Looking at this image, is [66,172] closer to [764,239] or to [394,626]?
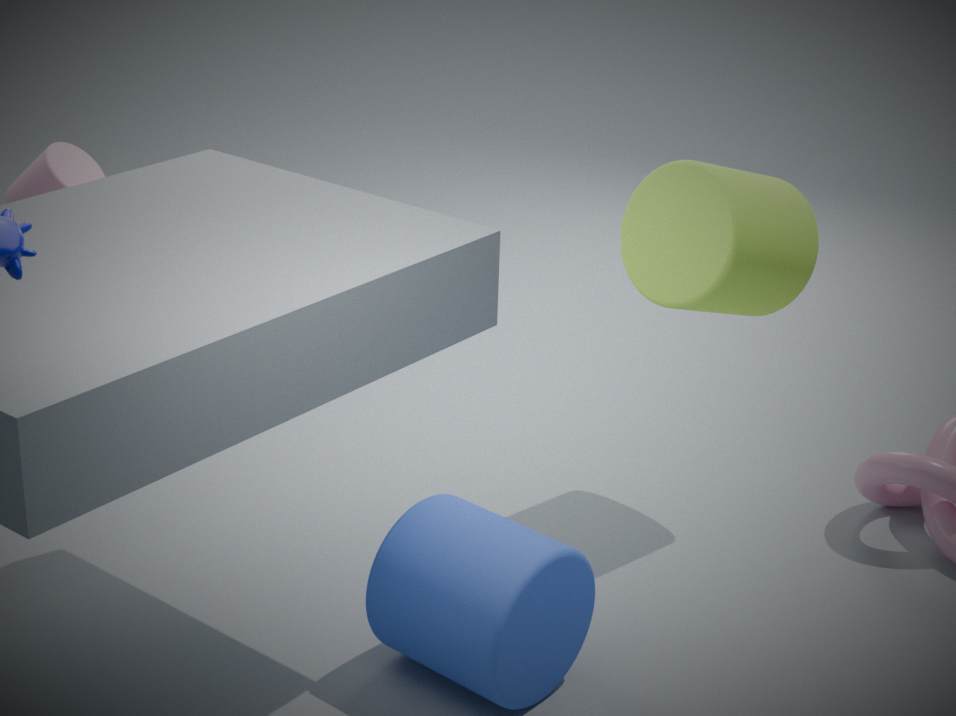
[394,626]
